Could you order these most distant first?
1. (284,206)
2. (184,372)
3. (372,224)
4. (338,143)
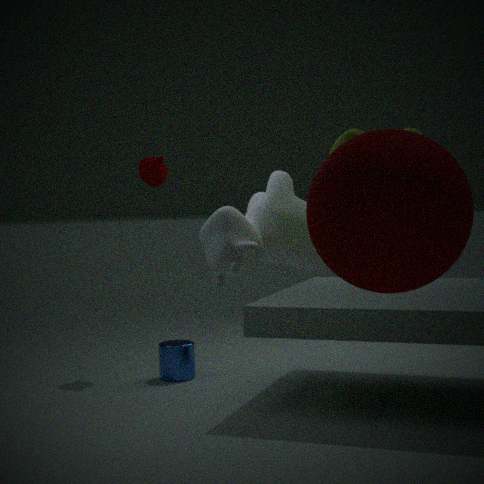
(184,372)
(284,206)
(338,143)
(372,224)
